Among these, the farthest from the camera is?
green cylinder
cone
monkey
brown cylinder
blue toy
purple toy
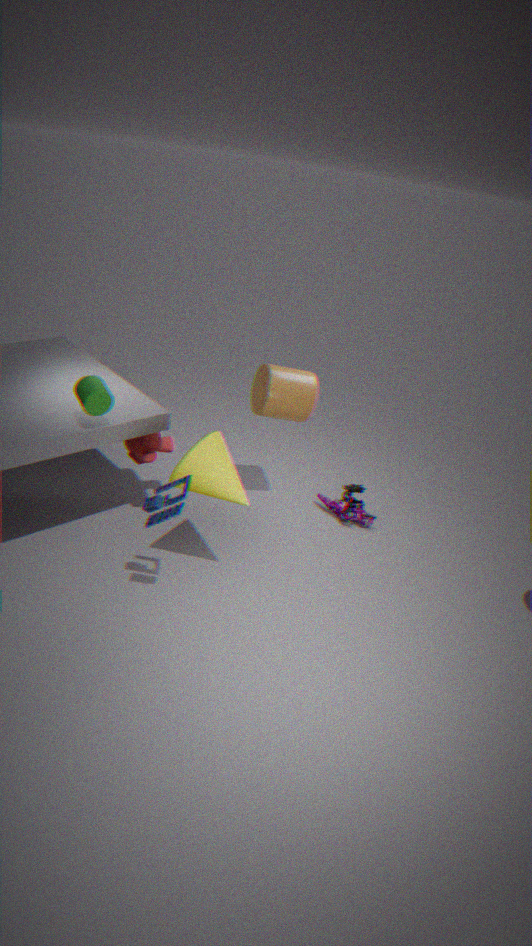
purple toy
